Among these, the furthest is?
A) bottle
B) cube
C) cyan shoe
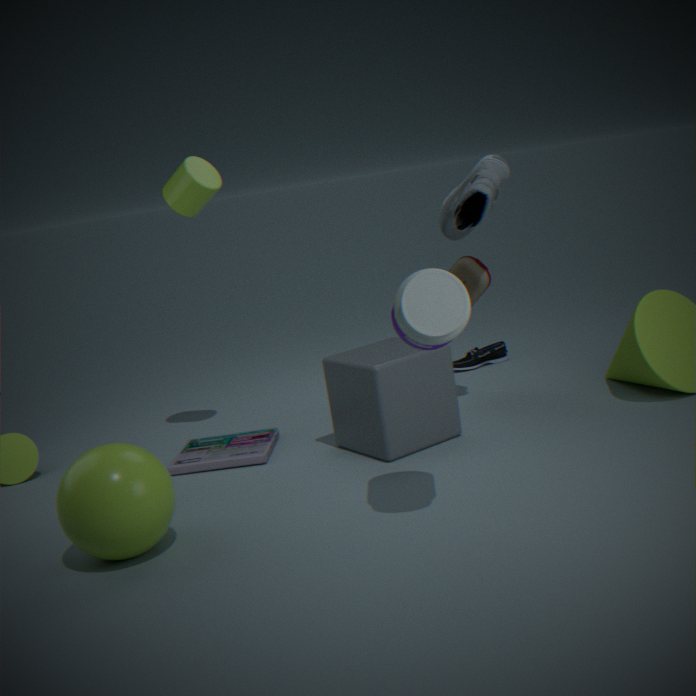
cyan shoe
